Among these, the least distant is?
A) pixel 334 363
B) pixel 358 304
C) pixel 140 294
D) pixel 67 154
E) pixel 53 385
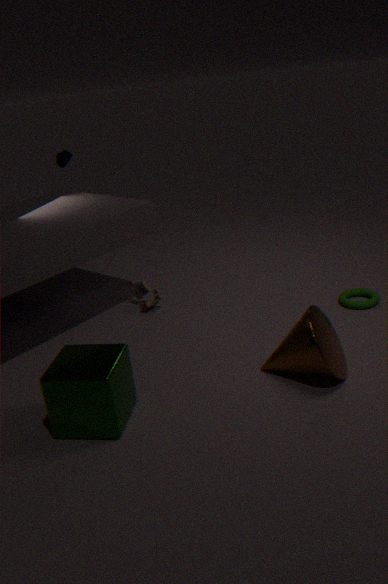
pixel 53 385
